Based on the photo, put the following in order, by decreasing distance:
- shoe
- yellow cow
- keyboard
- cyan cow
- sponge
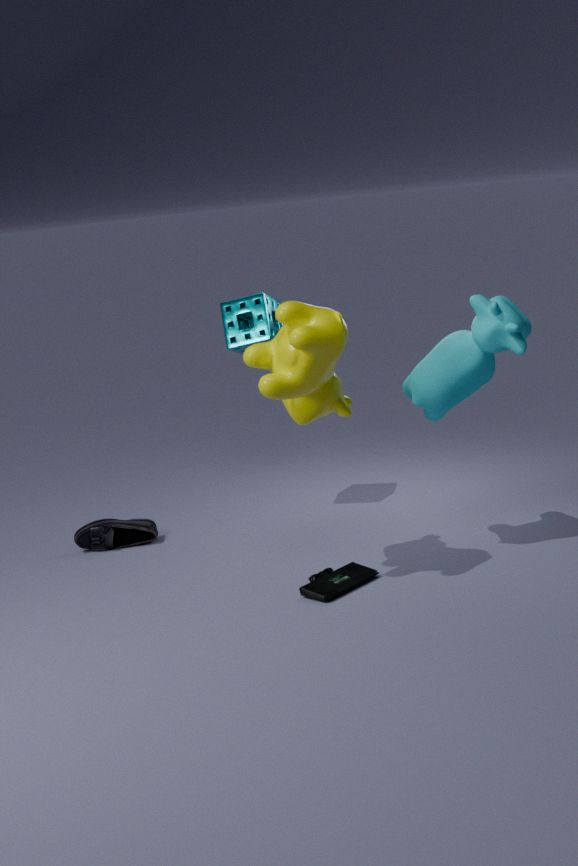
1. shoe
2. sponge
3. keyboard
4. cyan cow
5. yellow cow
